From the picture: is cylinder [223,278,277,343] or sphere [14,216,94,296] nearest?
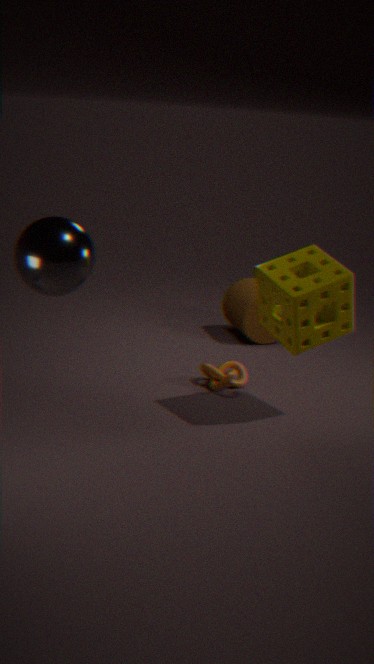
sphere [14,216,94,296]
